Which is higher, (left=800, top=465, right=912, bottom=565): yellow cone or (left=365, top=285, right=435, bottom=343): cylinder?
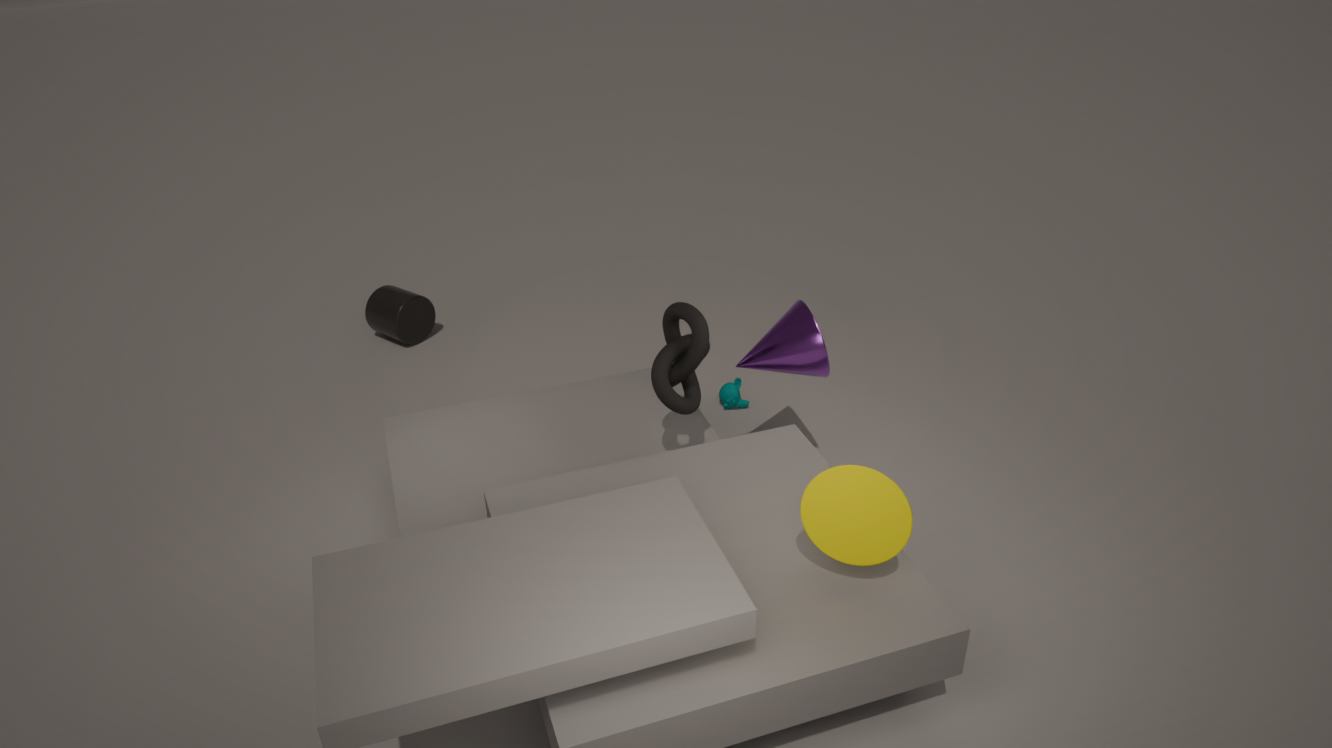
(left=800, top=465, right=912, bottom=565): yellow cone
